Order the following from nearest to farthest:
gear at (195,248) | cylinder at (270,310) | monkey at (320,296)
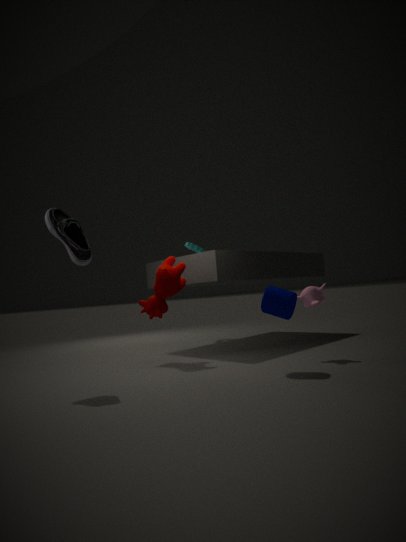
cylinder at (270,310) < monkey at (320,296) < gear at (195,248)
